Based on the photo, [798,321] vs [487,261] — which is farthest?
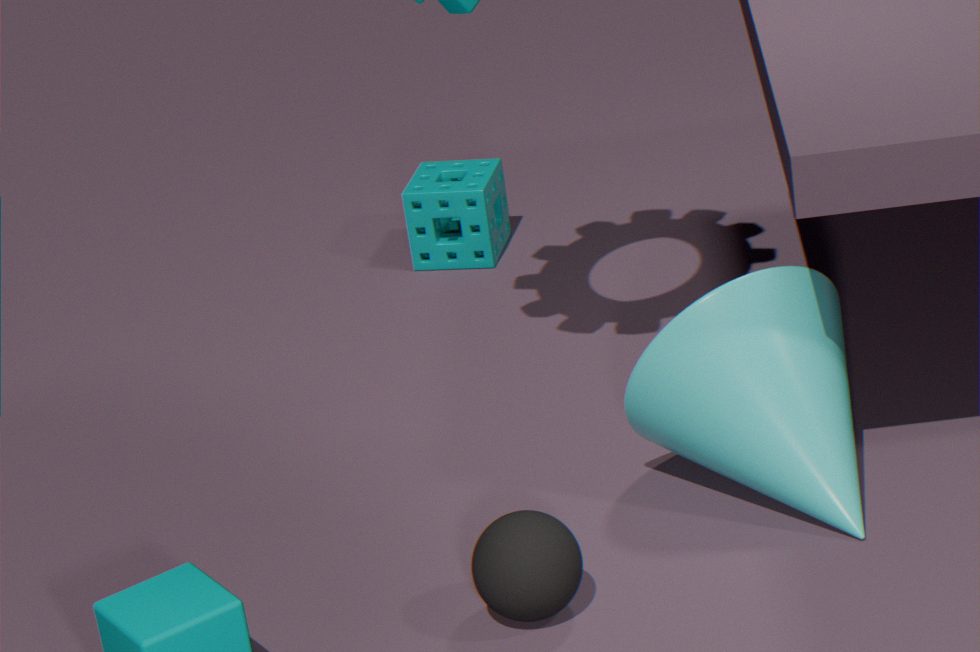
[487,261]
